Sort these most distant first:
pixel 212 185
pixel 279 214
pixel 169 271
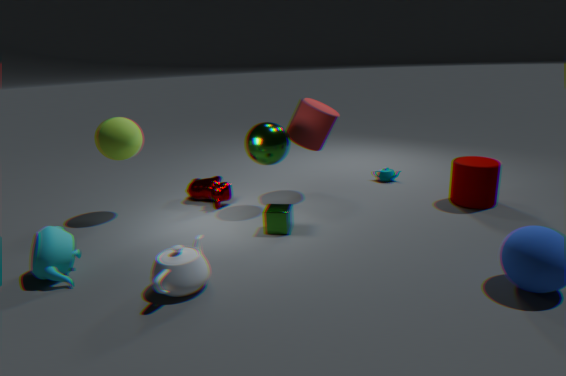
pixel 212 185 → pixel 279 214 → pixel 169 271
